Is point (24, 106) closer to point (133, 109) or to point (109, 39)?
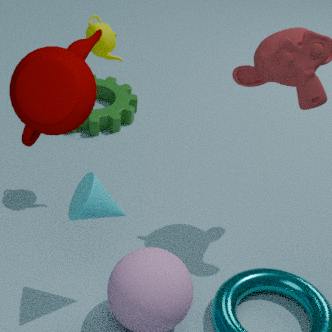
point (109, 39)
